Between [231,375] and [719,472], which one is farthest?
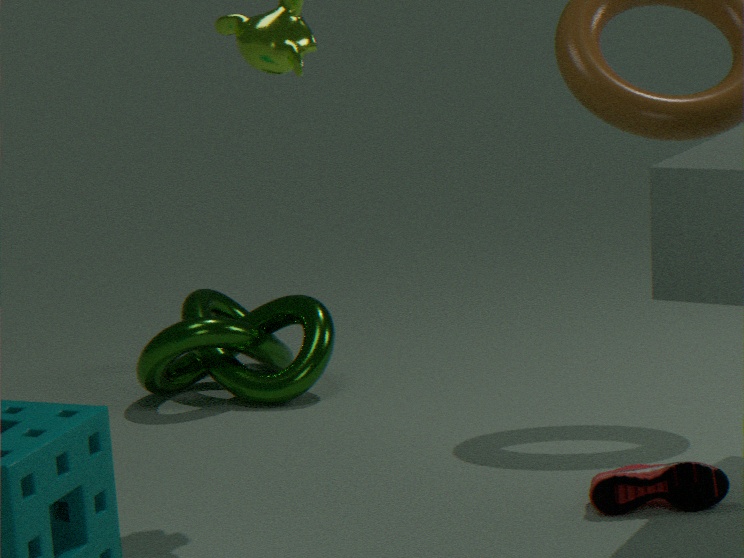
[231,375]
